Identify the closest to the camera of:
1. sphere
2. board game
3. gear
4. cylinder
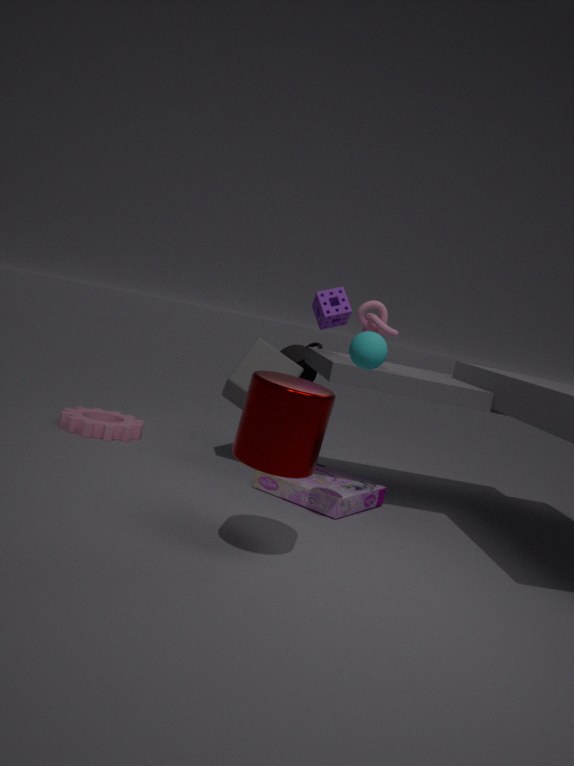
cylinder
